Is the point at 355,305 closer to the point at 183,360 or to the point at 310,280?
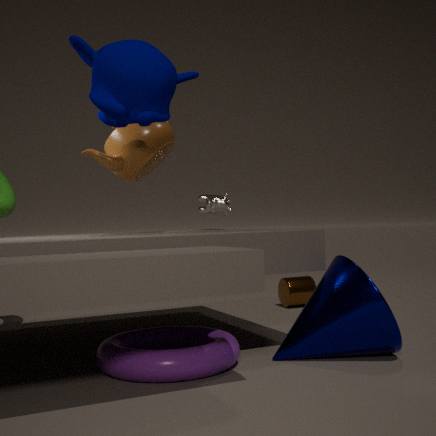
the point at 183,360
